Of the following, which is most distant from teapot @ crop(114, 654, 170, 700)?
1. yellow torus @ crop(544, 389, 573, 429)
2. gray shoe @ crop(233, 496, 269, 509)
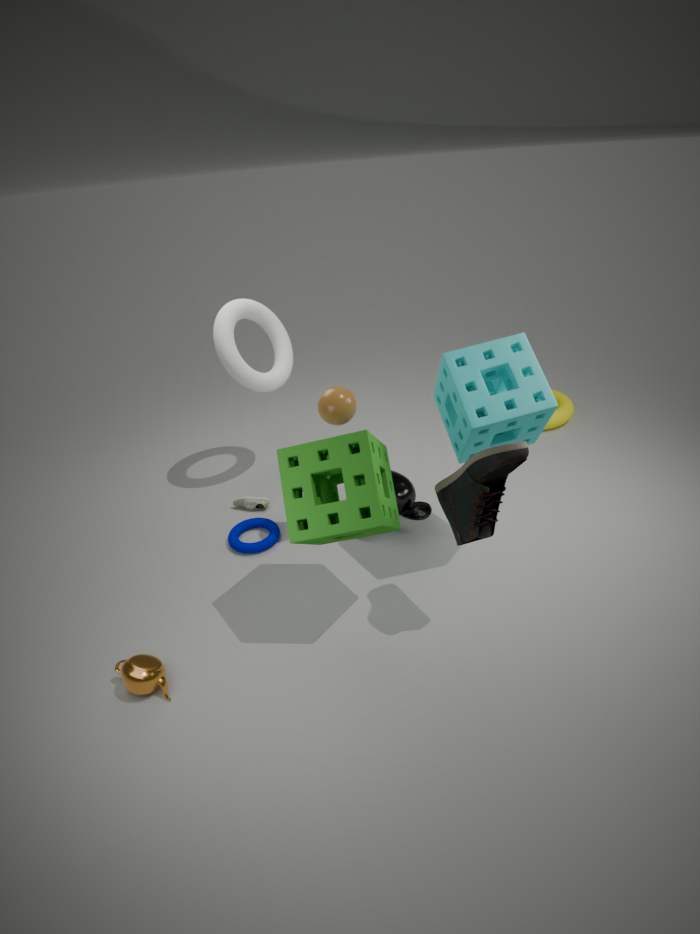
yellow torus @ crop(544, 389, 573, 429)
